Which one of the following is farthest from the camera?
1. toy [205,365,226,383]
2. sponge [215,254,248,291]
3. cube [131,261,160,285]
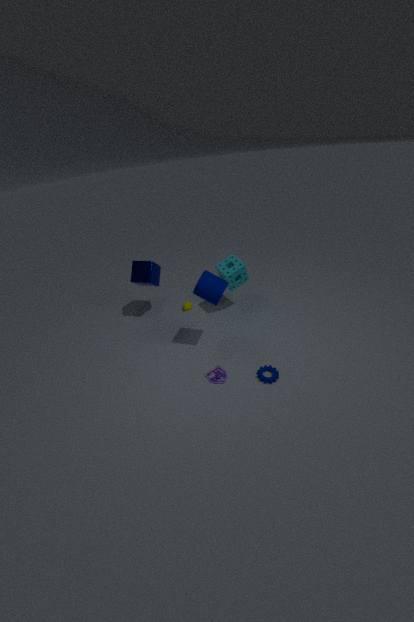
cube [131,261,160,285]
